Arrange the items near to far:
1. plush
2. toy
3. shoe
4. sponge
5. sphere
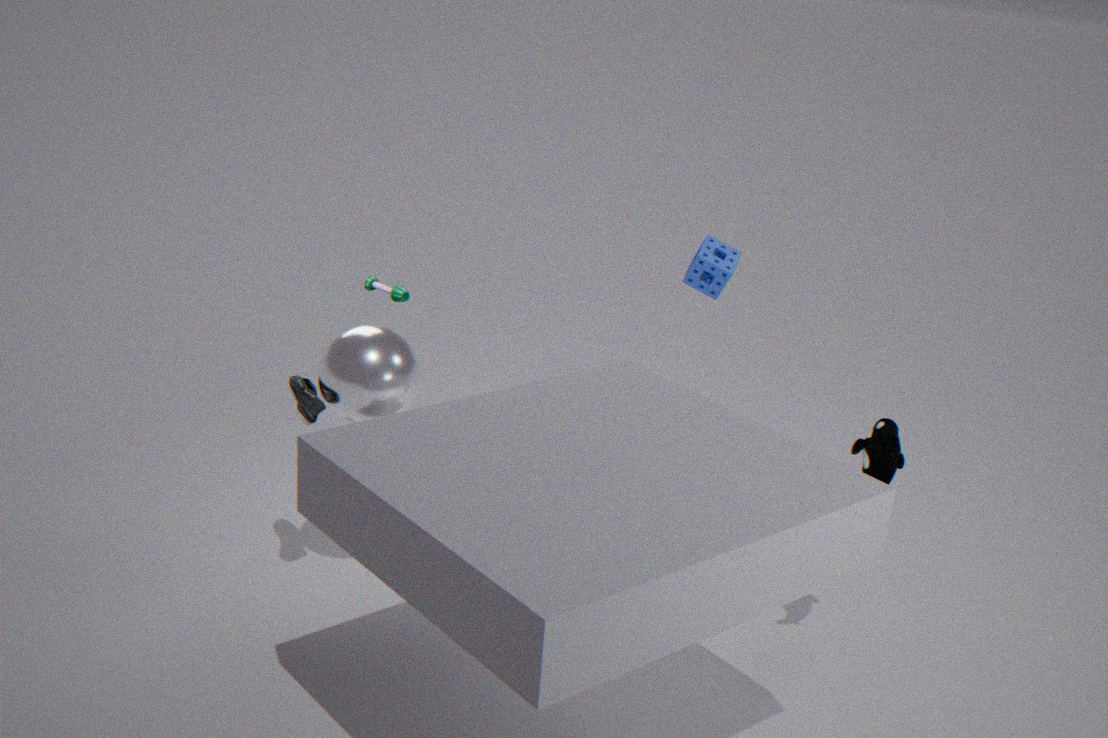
plush
sphere
shoe
toy
sponge
